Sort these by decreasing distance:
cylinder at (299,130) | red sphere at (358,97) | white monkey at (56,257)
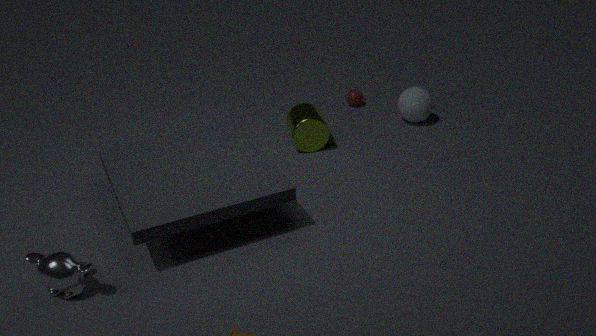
red sphere at (358,97), cylinder at (299,130), white monkey at (56,257)
